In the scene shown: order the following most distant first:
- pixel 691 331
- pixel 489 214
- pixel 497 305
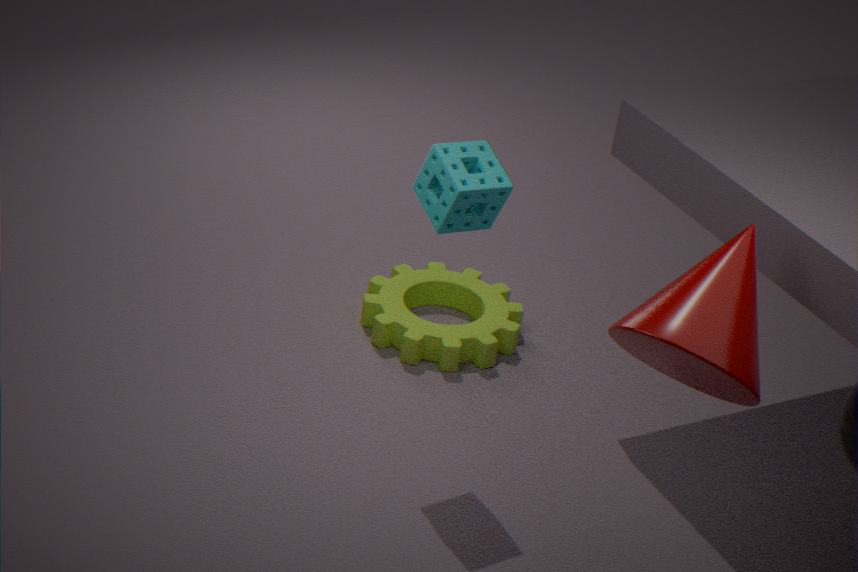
pixel 497 305 < pixel 489 214 < pixel 691 331
